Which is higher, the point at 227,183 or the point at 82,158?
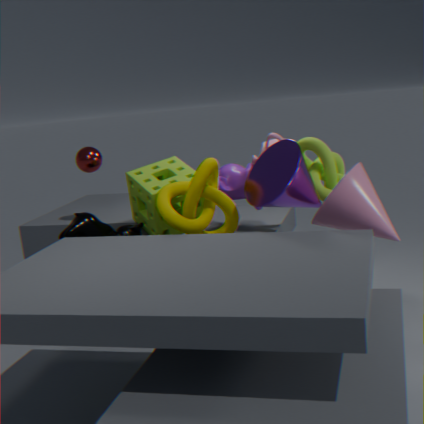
the point at 82,158
